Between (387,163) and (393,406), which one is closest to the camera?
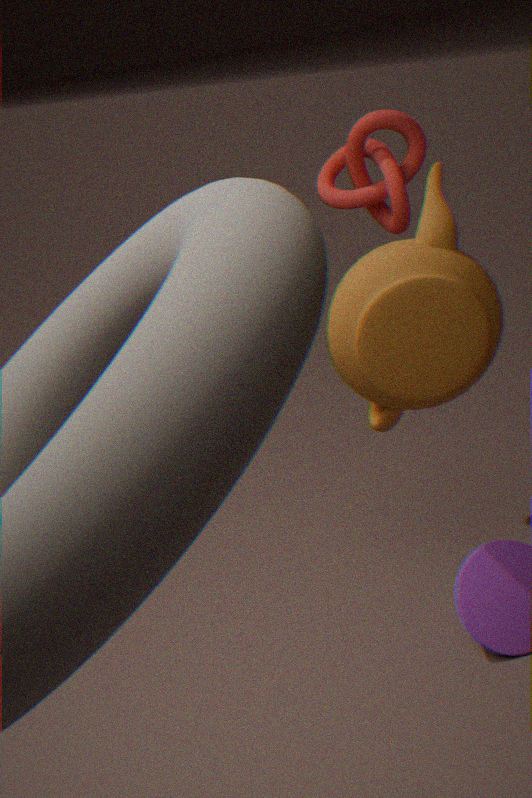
(393,406)
